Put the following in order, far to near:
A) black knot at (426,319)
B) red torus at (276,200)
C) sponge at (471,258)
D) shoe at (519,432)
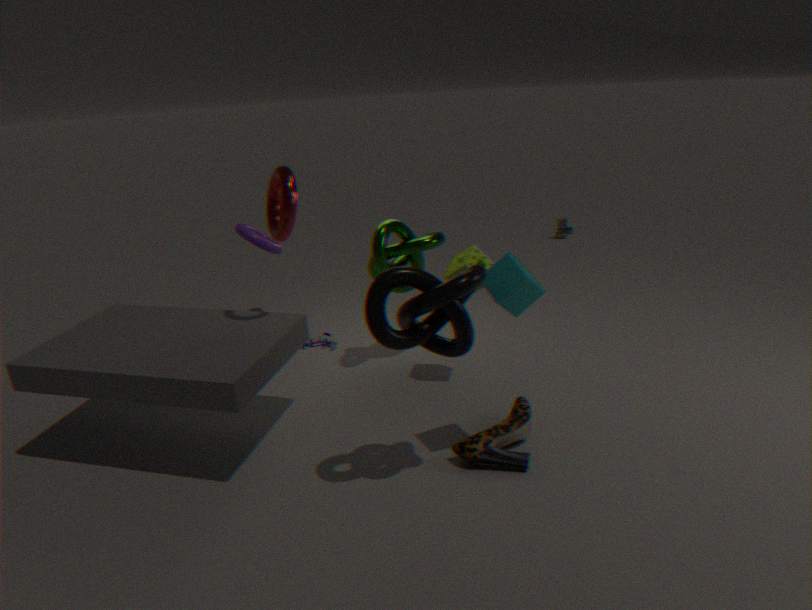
red torus at (276,200), sponge at (471,258), shoe at (519,432), black knot at (426,319)
